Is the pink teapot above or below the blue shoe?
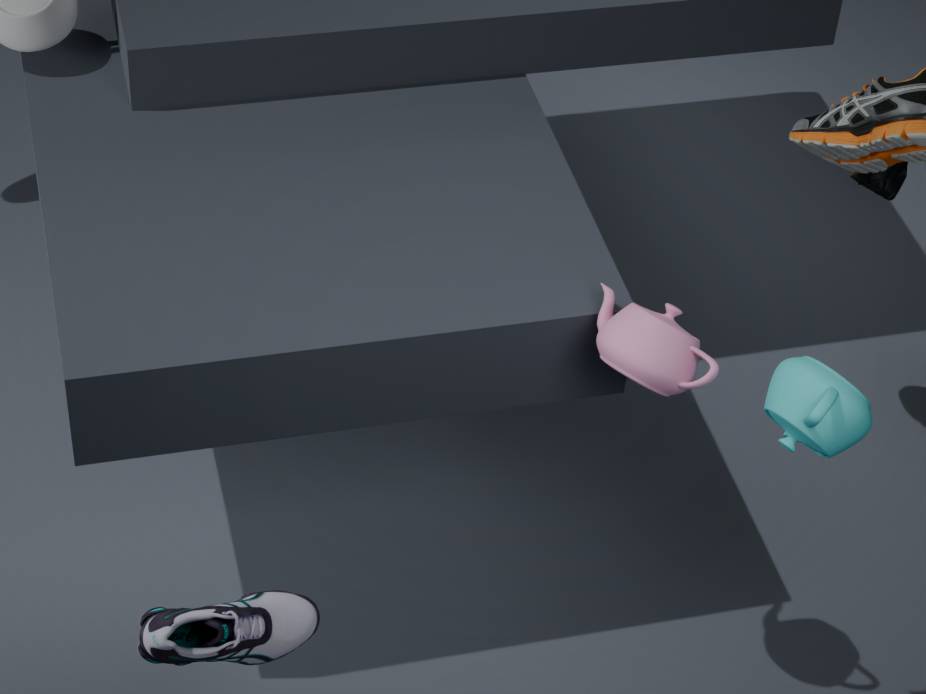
above
